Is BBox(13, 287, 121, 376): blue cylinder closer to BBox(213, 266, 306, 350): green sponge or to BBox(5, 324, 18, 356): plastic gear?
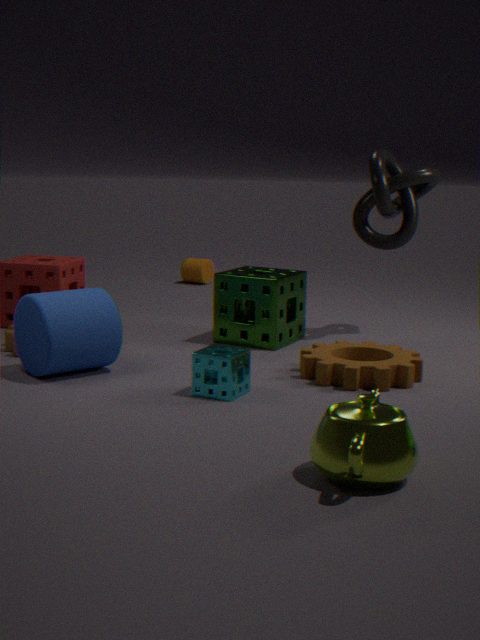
BBox(5, 324, 18, 356): plastic gear
